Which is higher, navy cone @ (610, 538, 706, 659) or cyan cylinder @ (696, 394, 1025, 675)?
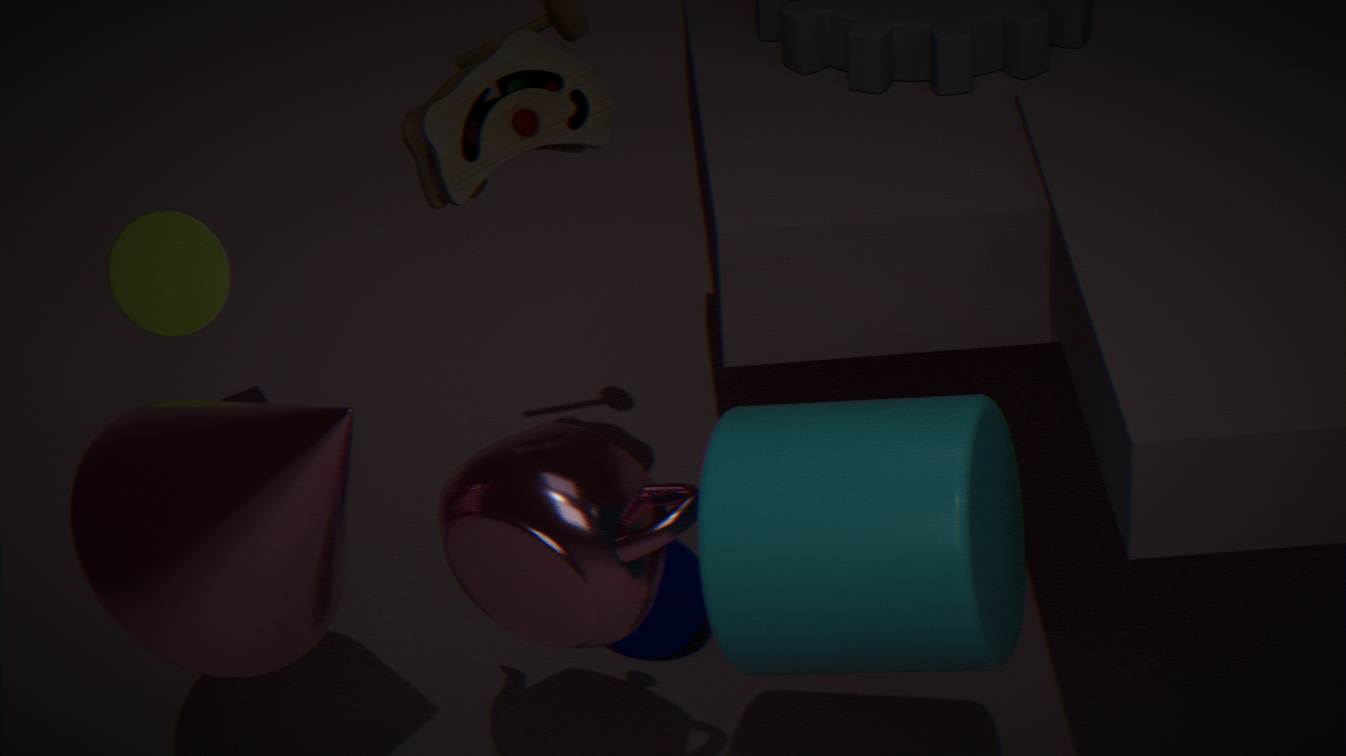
cyan cylinder @ (696, 394, 1025, 675)
